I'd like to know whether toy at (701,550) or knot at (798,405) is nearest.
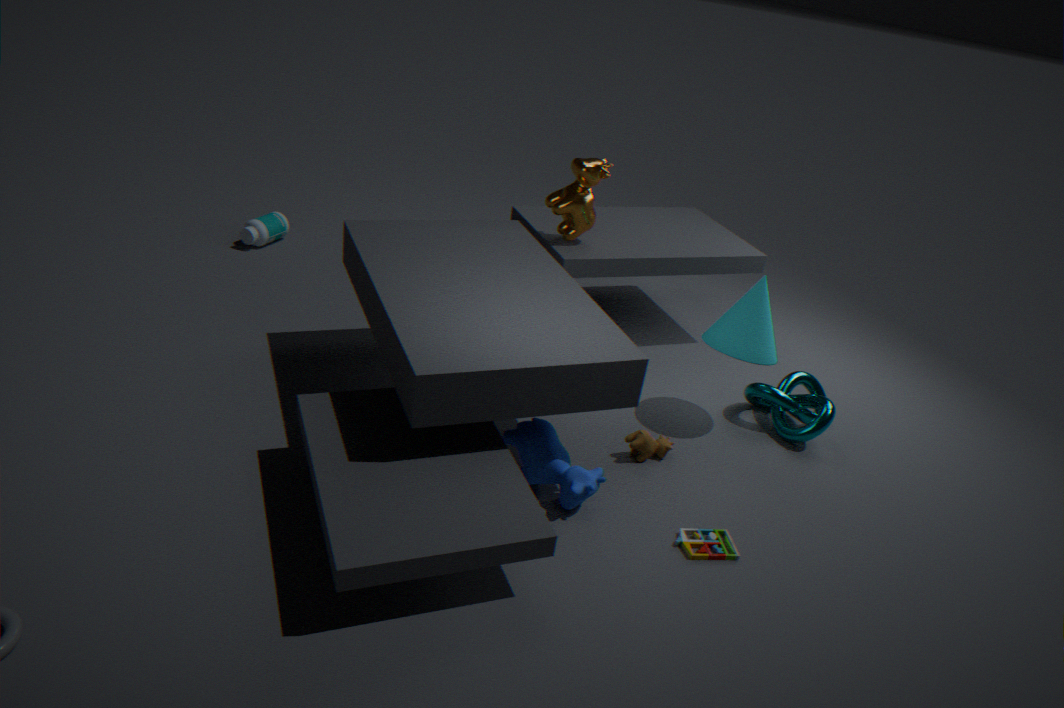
toy at (701,550)
